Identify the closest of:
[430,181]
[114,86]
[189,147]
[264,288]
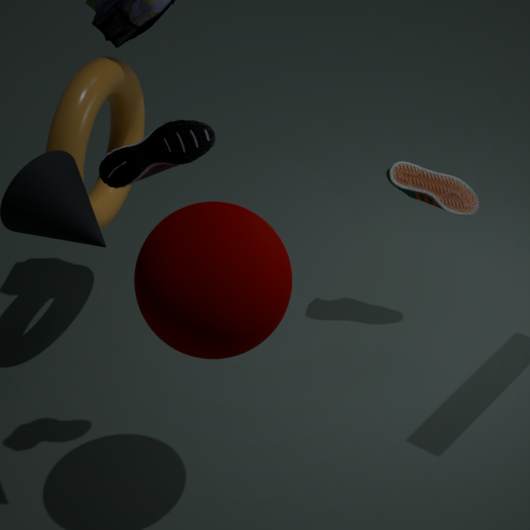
[264,288]
